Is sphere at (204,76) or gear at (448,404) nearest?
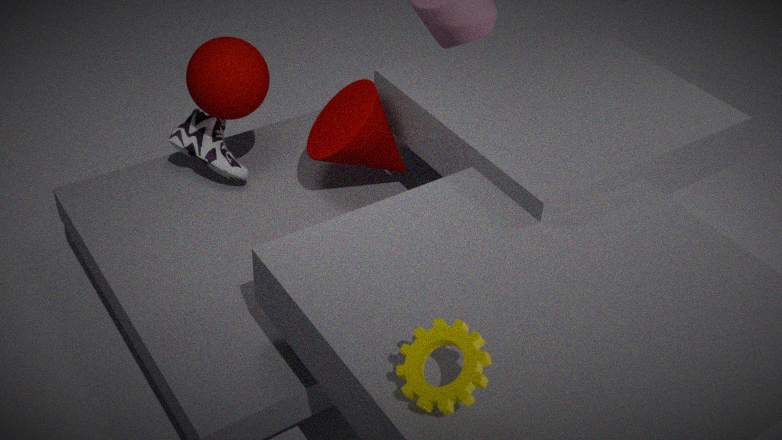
gear at (448,404)
